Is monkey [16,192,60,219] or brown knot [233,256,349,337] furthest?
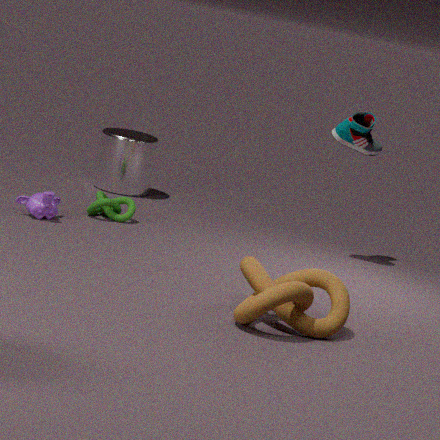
monkey [16,192,60,219]
